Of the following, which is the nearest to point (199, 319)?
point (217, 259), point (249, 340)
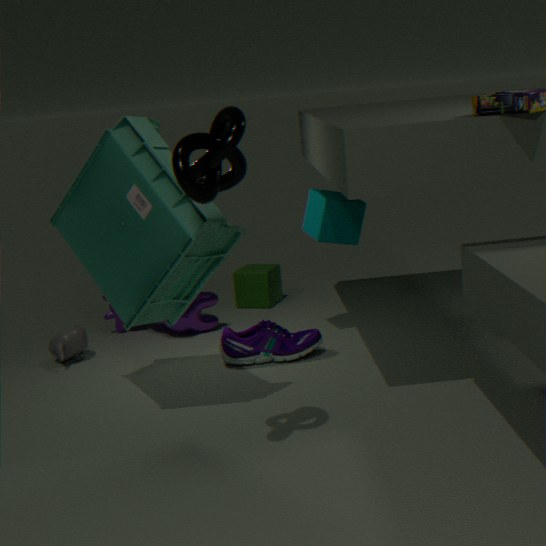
point (249, 340)
